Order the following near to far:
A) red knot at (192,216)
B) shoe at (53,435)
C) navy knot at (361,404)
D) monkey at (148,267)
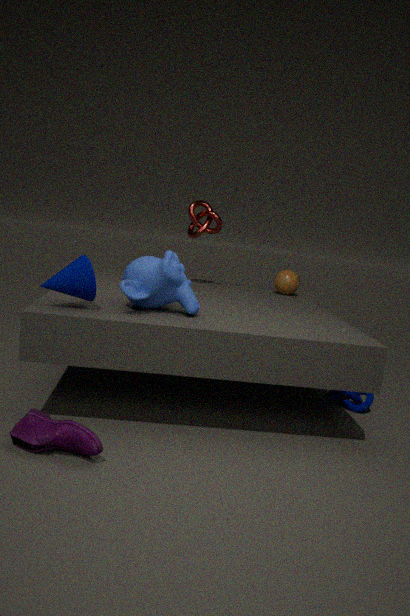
shoe at (53,435)
monkey at (148,267)
navy knot at (361,404)
red knot at (192,216)
